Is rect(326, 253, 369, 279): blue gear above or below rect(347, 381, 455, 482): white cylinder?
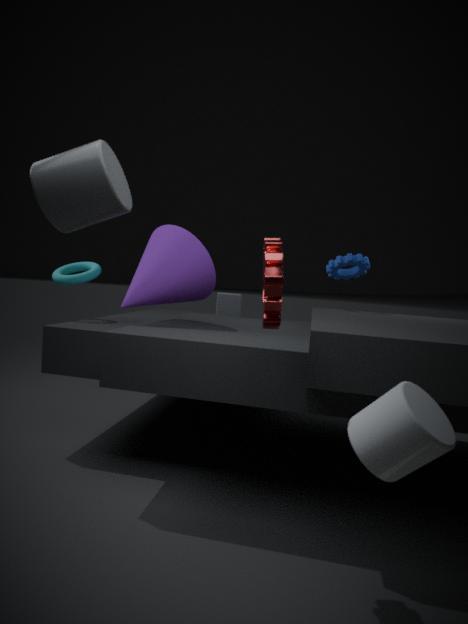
above
